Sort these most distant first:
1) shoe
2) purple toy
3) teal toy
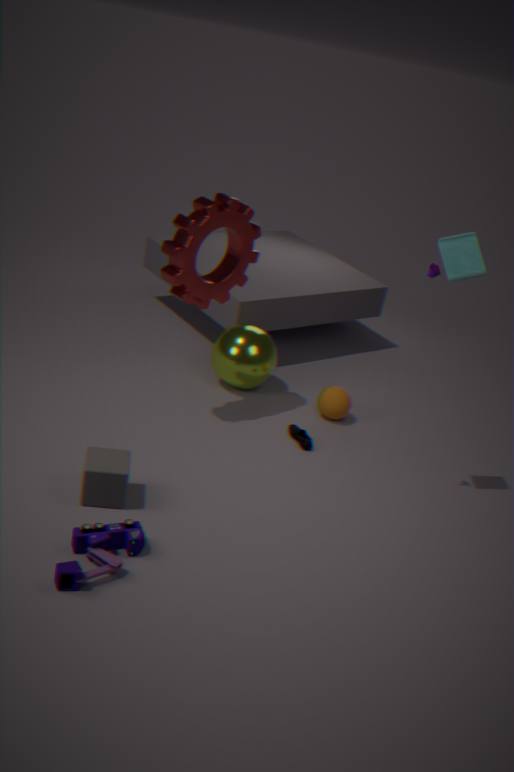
1. shoe
3. teal toy
2. purple toy
